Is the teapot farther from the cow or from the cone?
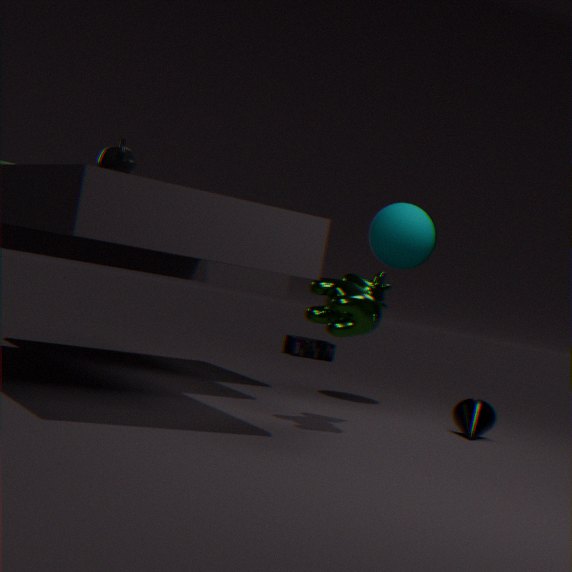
the cone
